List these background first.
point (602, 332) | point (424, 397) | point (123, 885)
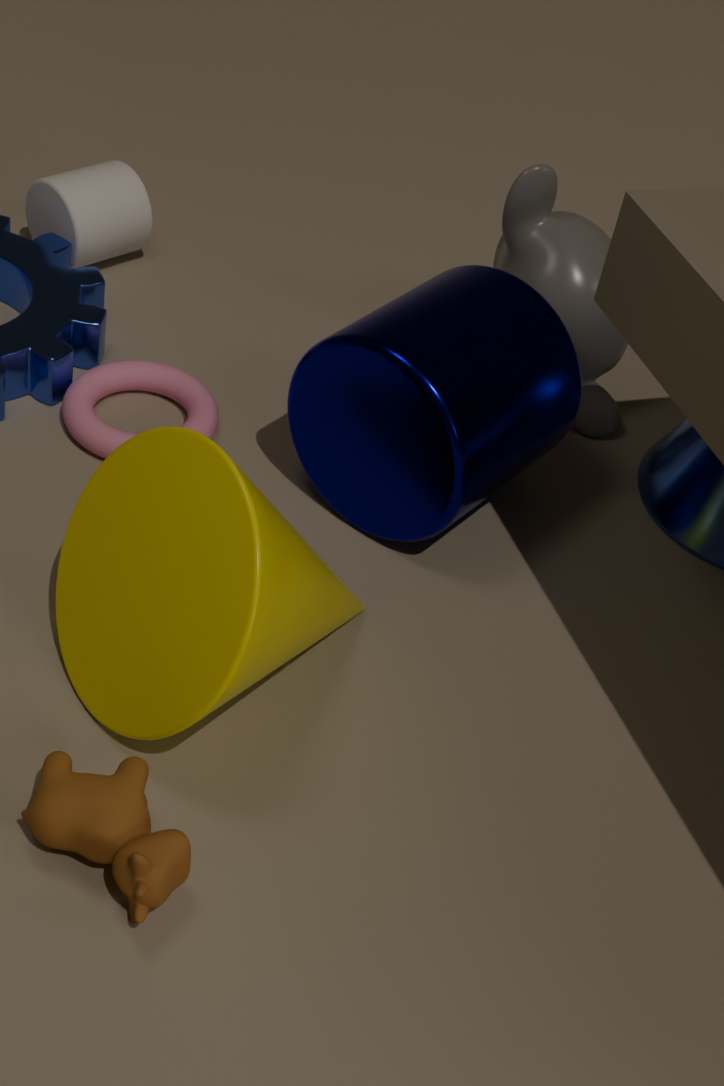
1. point (602, 332)
2. point (424, 397)
3. point (123, 885)
